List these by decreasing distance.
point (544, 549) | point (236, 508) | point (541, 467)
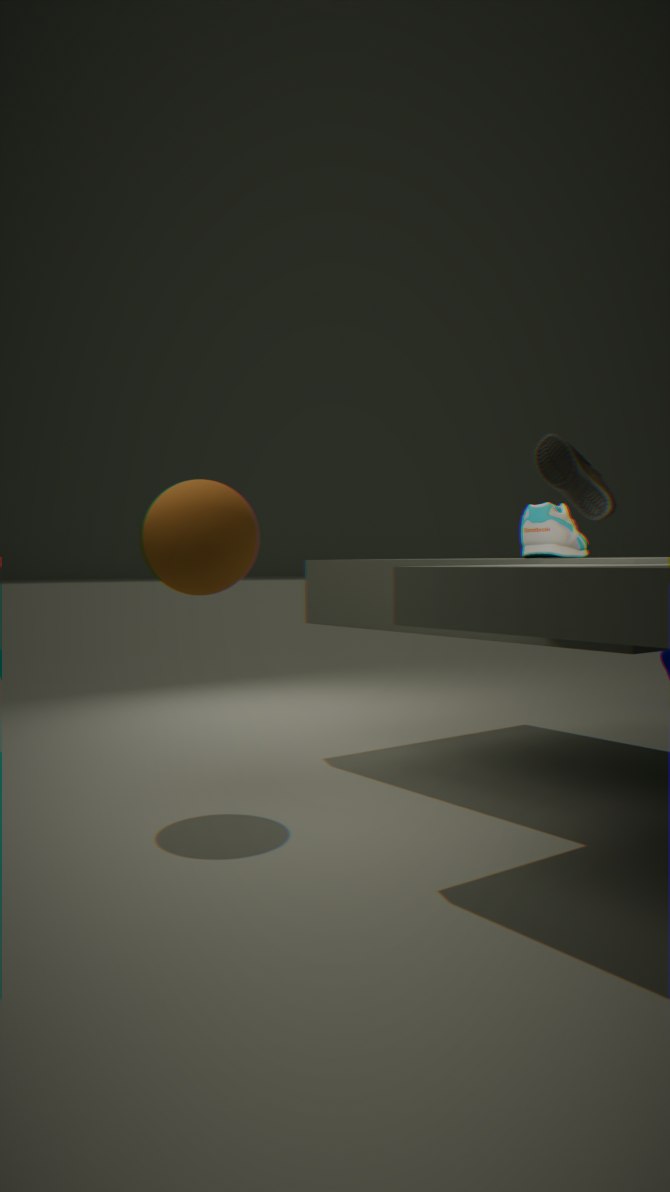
1. point (541, 467)
2. point (236, 508)
3. point (544, 549)
